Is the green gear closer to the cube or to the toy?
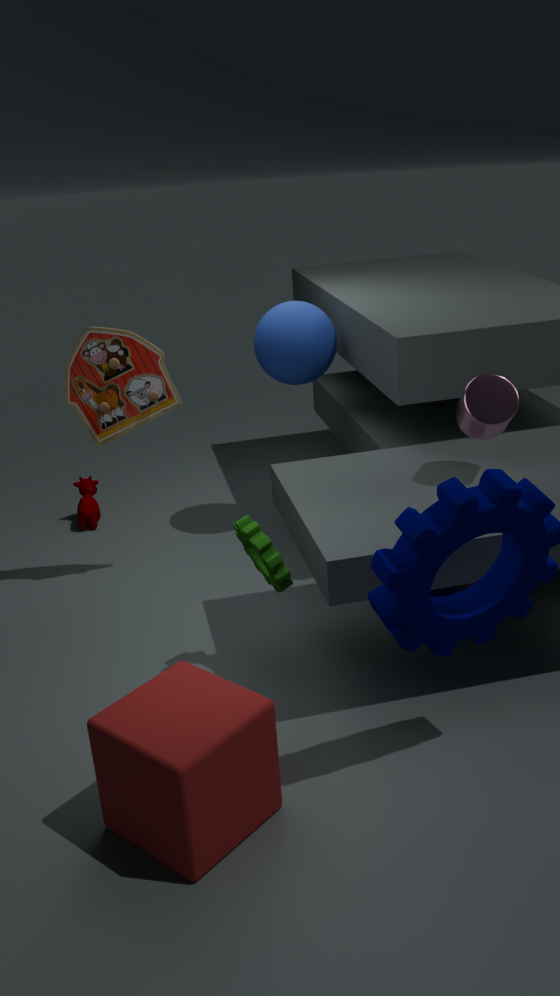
the cube
